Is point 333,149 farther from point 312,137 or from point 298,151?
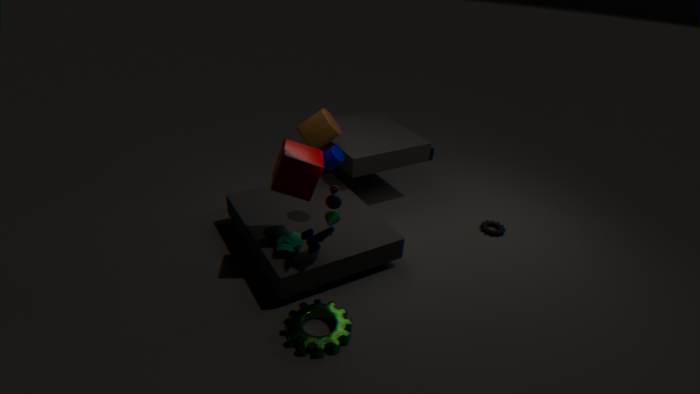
point 312,137
